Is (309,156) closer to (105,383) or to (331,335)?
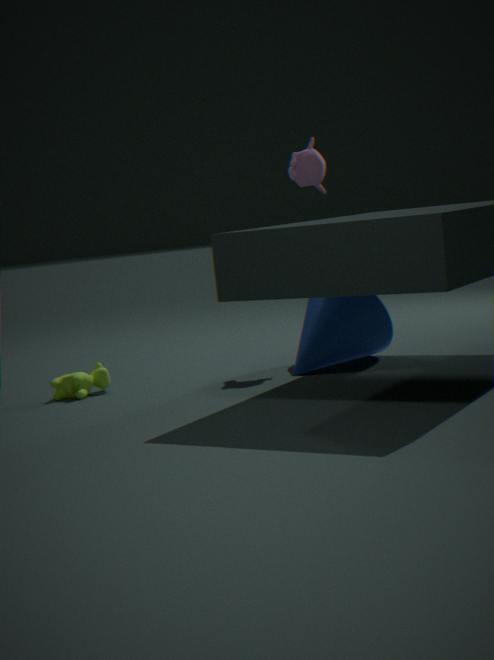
(331,335)
